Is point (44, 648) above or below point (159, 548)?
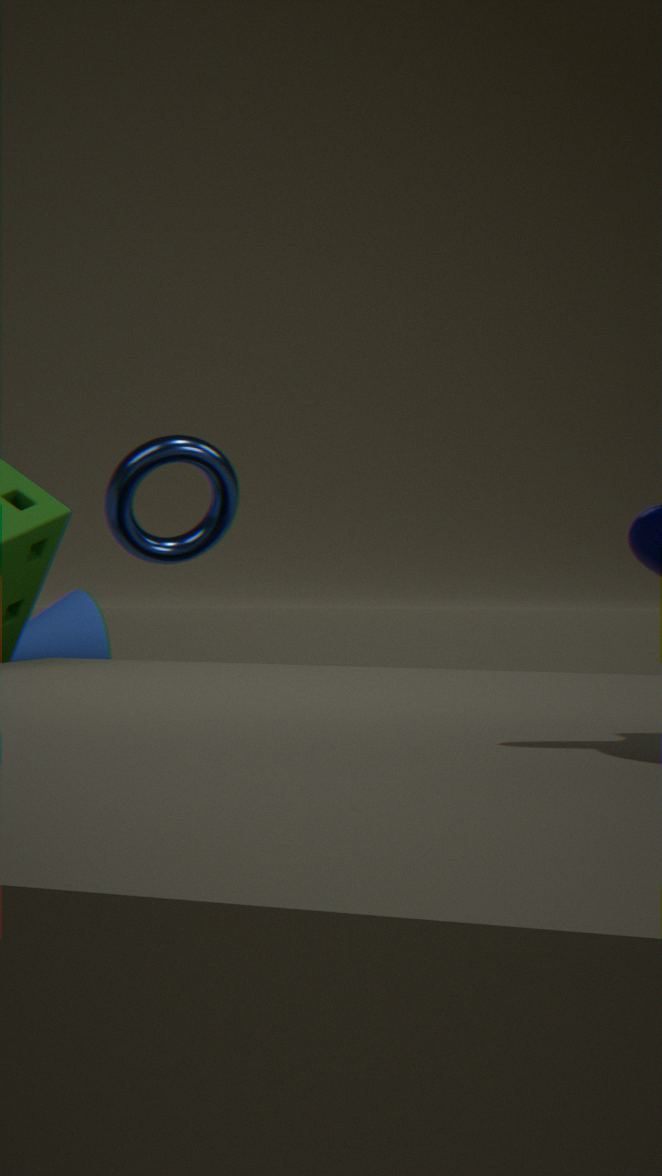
below
